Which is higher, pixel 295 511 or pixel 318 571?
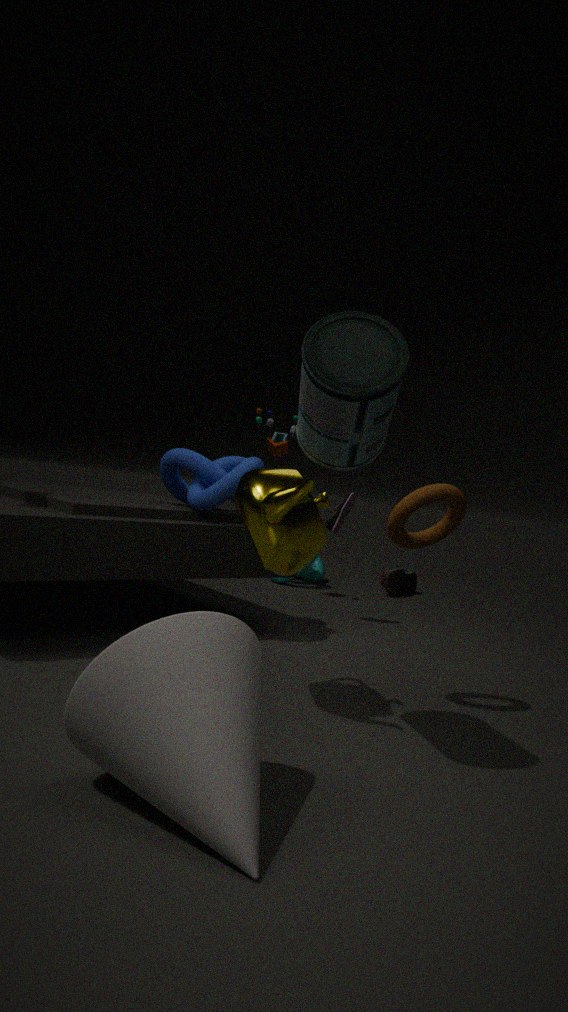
pixel 295 511
